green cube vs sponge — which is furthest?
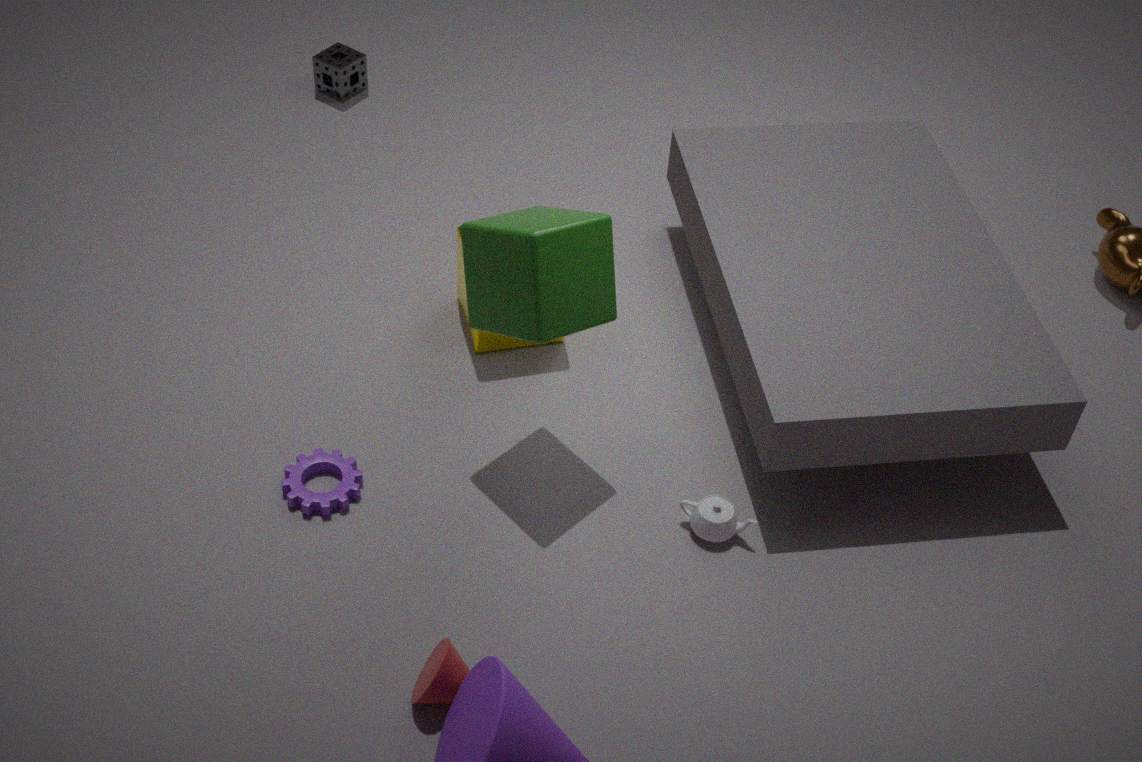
sponge
